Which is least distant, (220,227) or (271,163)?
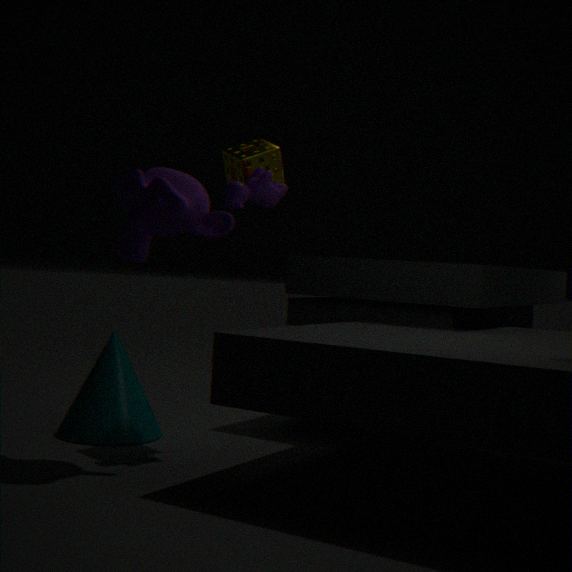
(220,227)
